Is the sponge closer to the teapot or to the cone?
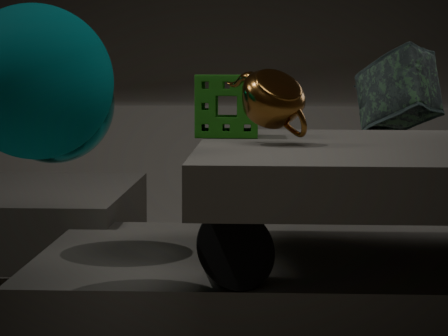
the teapot
